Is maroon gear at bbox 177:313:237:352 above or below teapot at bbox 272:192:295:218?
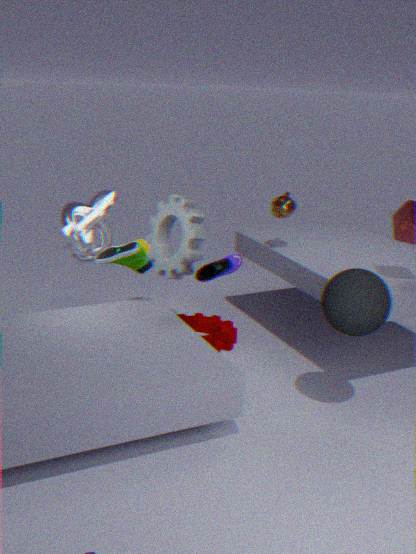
below
